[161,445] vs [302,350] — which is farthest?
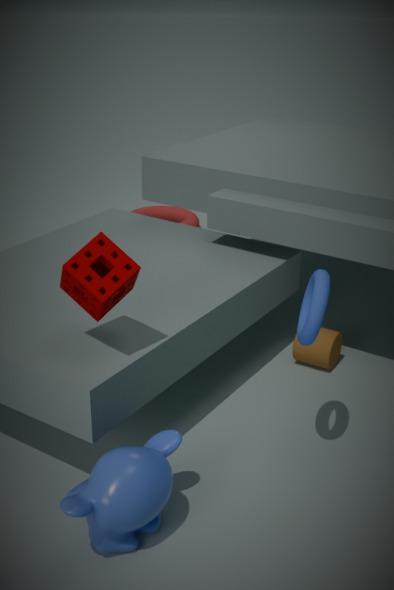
[302,350]
